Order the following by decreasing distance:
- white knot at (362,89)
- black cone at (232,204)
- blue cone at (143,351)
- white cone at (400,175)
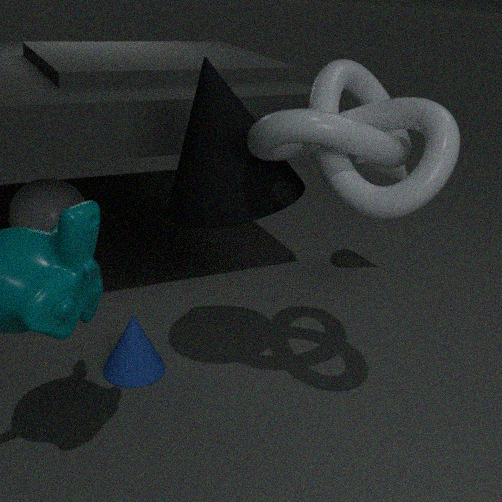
white cone at (400,175)
blue cone at (143,351)
black cone at (232,204)
white knot at (362,89)
